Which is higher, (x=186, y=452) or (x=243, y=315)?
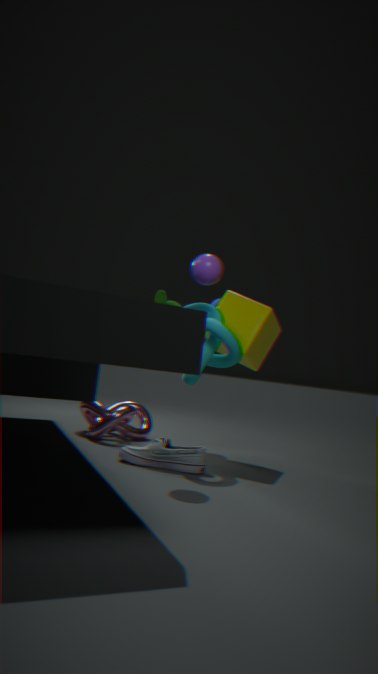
(x=243, y=315)
